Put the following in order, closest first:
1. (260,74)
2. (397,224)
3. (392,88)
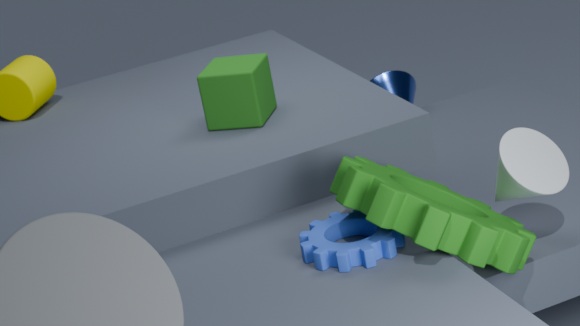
(397,224) → (260,74) → (392,88)
